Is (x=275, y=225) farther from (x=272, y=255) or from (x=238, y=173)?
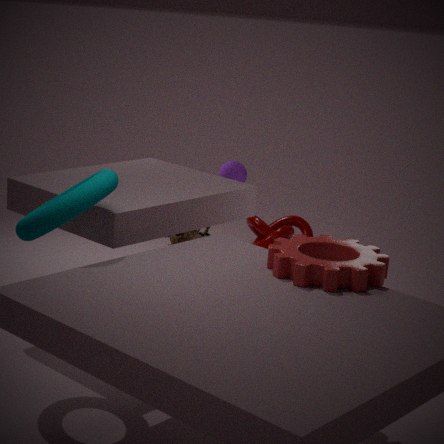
(x=272, y=255)
